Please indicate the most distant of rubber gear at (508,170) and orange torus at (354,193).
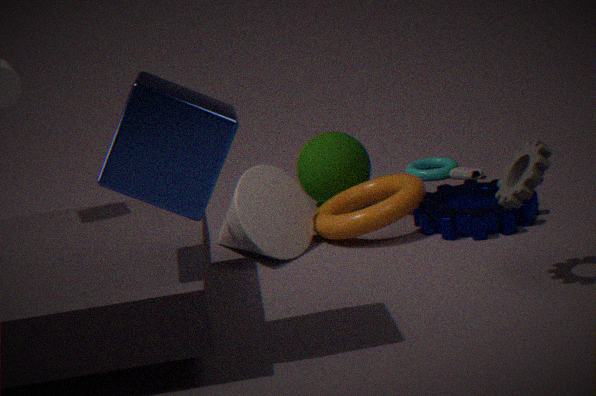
orange torus at (354,193)
